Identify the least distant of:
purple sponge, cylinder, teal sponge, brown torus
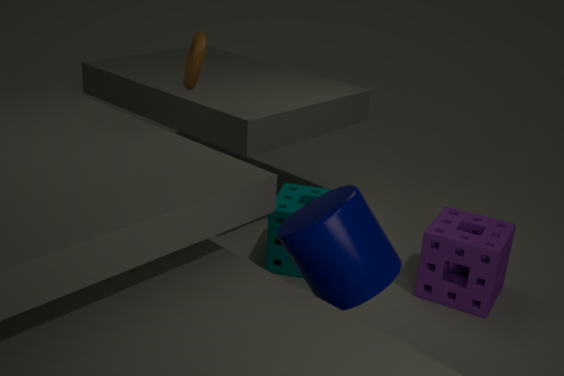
cylinder
